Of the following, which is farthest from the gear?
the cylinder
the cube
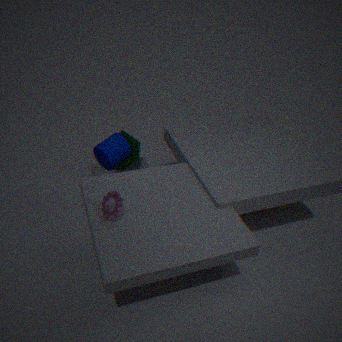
the cube
